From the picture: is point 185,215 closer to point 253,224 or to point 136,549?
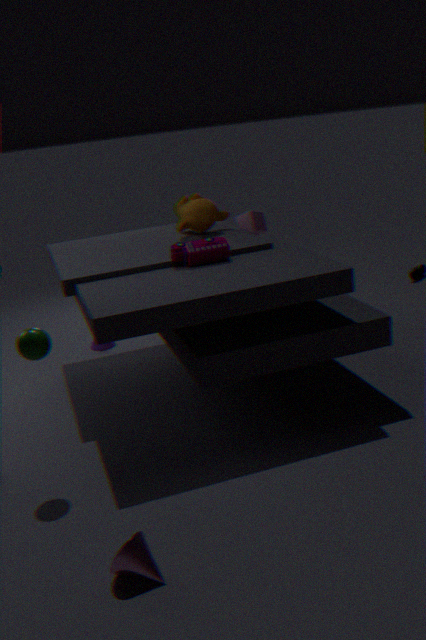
point 253,224
